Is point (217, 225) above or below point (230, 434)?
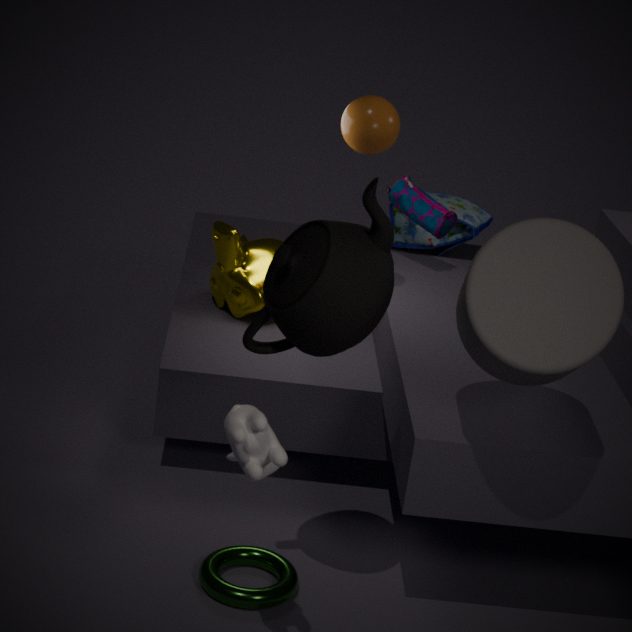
below
